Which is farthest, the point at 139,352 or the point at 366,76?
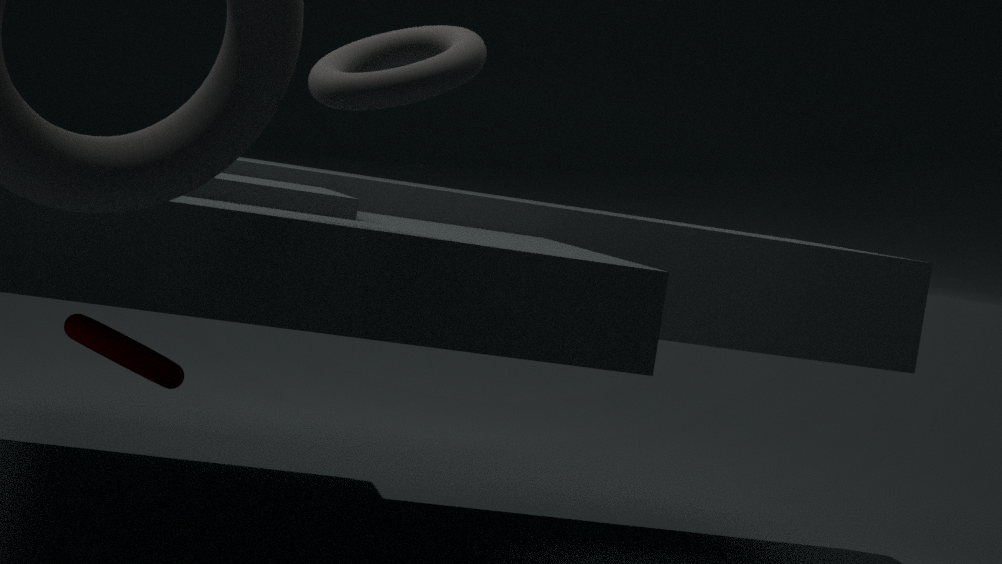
the point at 139,352
